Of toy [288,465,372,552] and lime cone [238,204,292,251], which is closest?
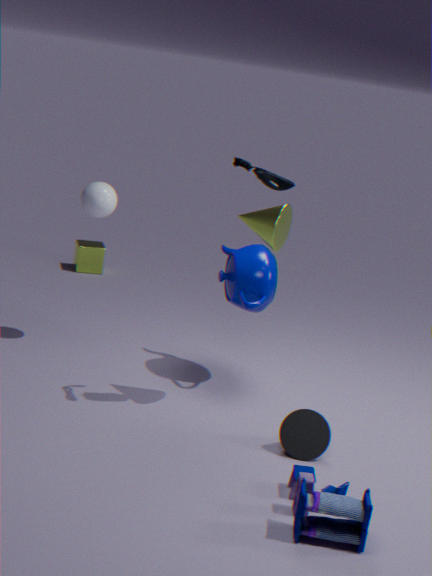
toy [288,465,372,552]
